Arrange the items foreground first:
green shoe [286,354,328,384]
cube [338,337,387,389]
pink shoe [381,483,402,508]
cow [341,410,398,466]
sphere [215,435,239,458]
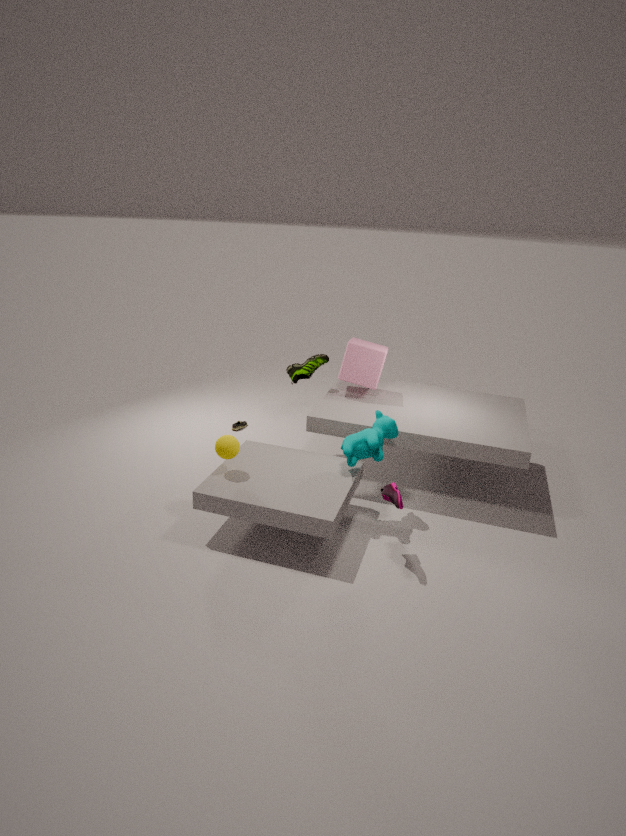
pink shoe [381,483,402,508] → sphere [215,435,239,458] → cow [341,410,398,466] → cube [338,337,387,389] → green shoe [286,354,328,384]
